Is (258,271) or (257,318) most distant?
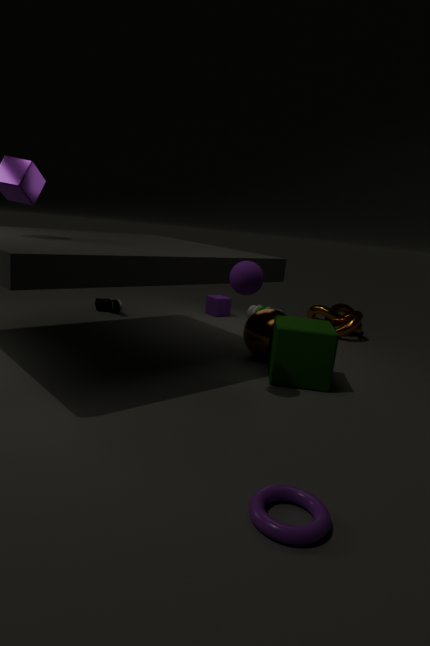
(257,318)
